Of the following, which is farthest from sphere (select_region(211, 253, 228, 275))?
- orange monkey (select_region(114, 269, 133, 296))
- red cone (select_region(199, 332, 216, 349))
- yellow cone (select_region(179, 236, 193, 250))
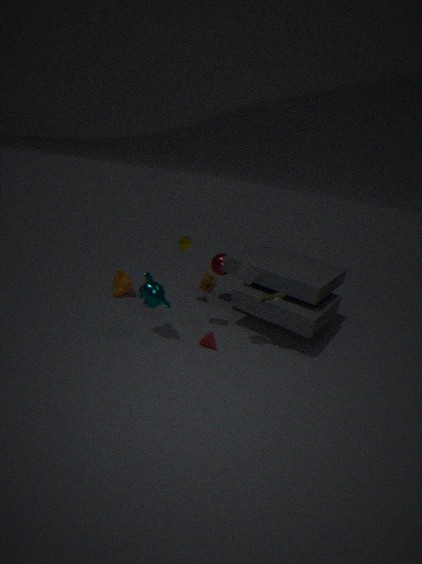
red cone (select_region(199, 332, 216, 349))
